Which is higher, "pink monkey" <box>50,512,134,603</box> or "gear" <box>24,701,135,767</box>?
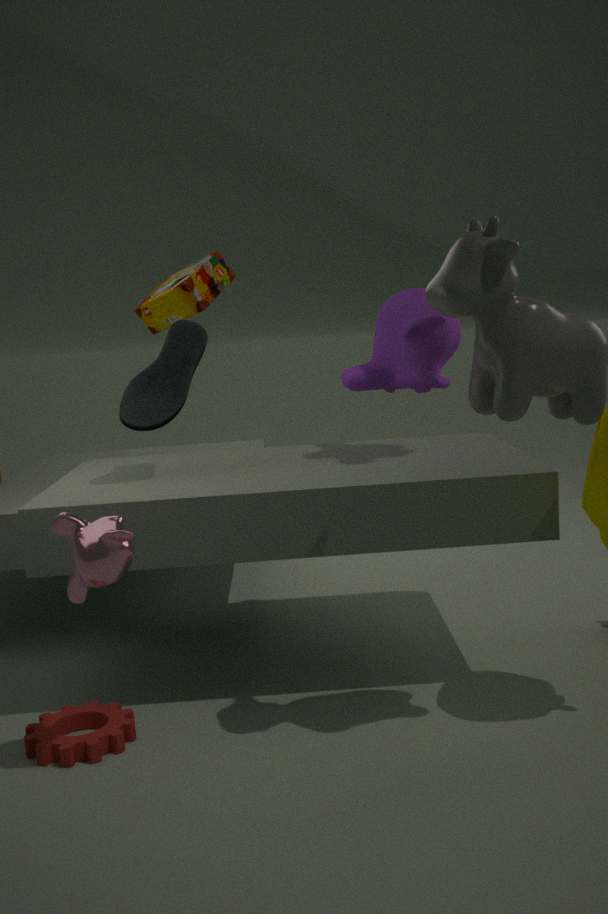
"pink monkey" <box>50,512,134,603</box>
